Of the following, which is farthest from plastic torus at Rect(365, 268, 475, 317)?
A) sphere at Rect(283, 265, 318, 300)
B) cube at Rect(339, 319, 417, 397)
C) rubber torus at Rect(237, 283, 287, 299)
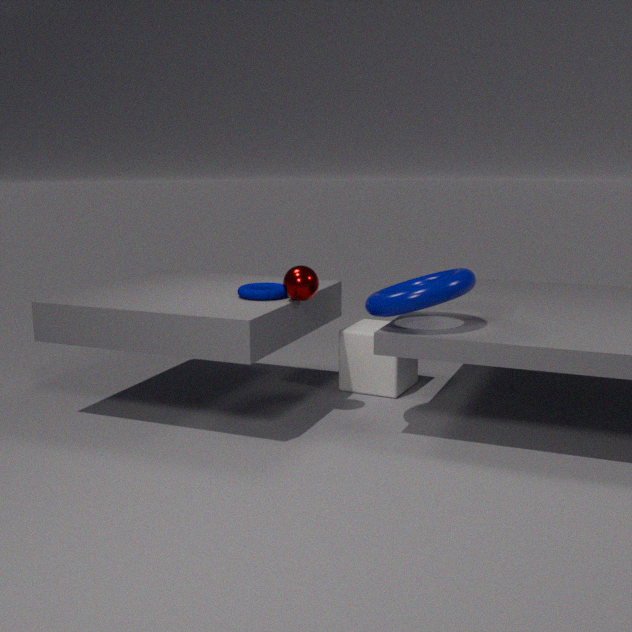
rubber torus at Rect(237, 283, 287, 299)
